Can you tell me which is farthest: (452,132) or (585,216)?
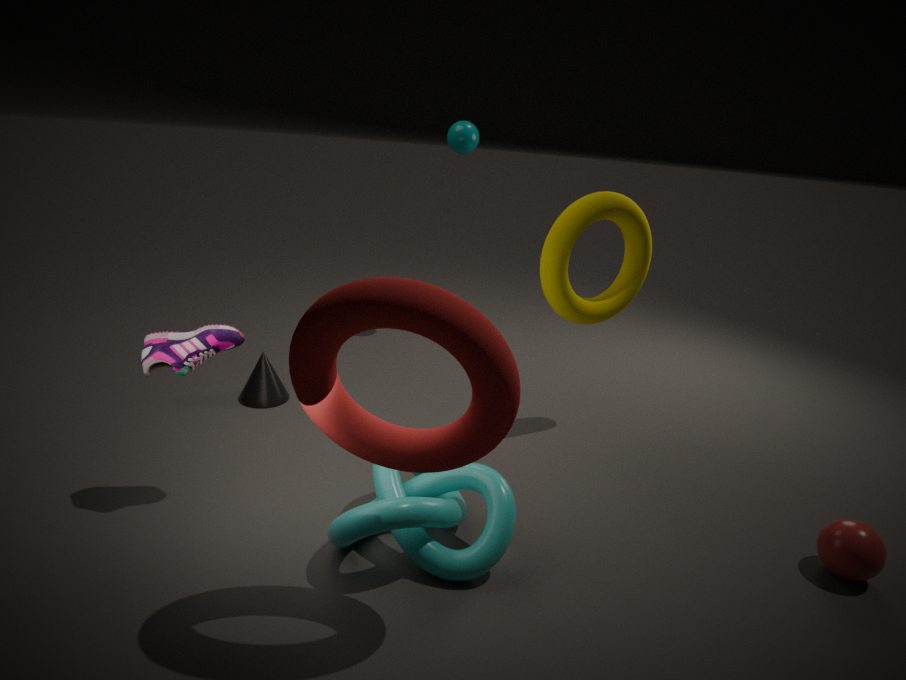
(452,132)
